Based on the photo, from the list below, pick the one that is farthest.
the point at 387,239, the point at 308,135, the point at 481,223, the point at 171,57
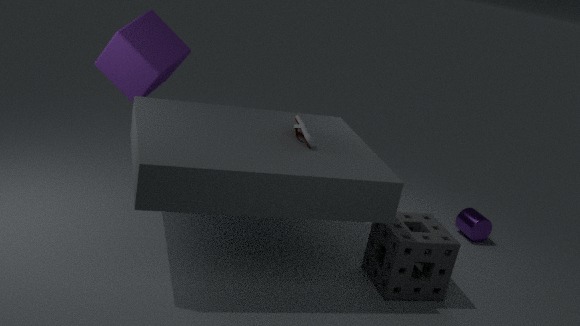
the point at 481,223
